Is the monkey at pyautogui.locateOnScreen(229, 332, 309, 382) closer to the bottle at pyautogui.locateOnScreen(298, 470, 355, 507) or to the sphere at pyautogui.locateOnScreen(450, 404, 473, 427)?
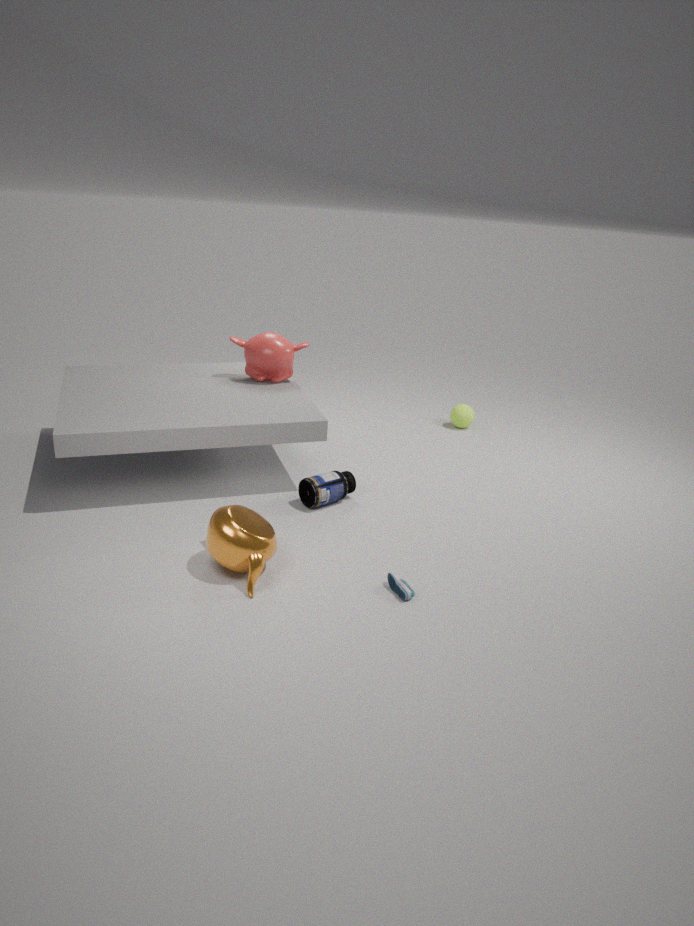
the bottle at pyautogui.locateOnScreen(298, 470, 355, 507)
